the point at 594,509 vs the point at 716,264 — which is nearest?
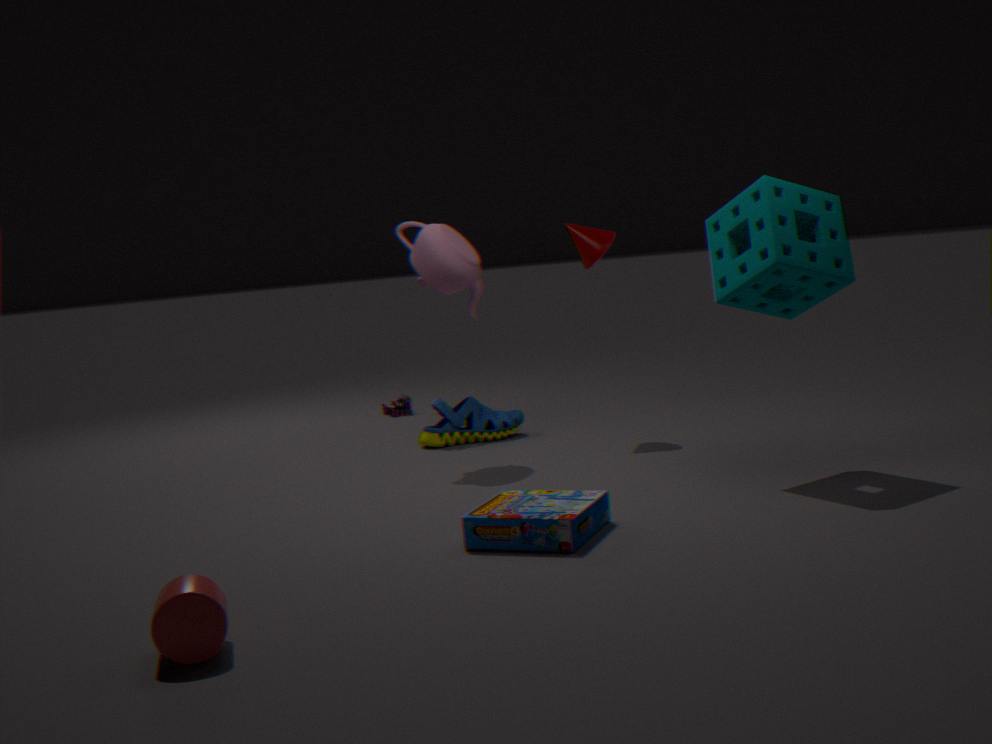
the point at 594,509
